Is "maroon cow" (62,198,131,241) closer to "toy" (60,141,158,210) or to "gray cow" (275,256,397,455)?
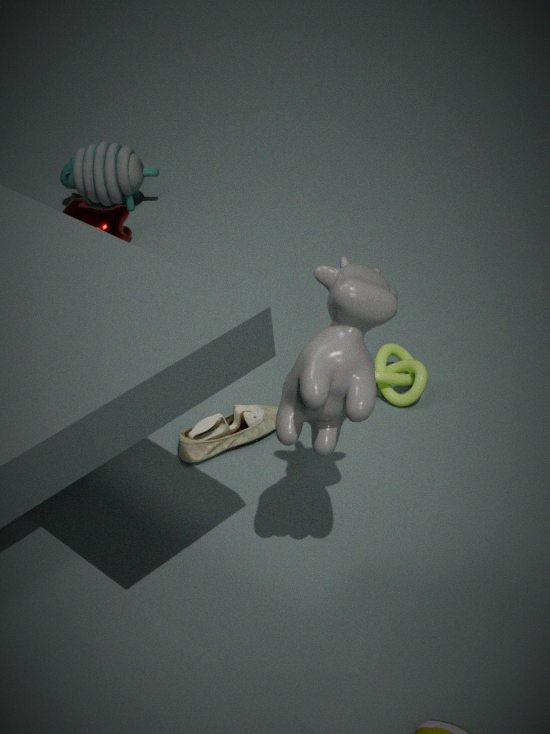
"toy" (60,141,158,210)
